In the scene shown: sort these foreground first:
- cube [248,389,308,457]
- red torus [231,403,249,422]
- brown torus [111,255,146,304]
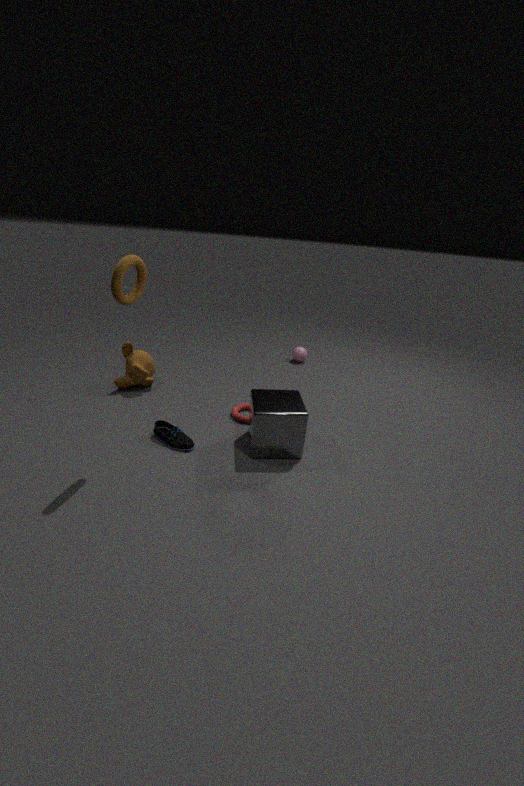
brown torus [111,255,146,304]
cube [248,389,308,457]
red torus [231,403,249,422]
